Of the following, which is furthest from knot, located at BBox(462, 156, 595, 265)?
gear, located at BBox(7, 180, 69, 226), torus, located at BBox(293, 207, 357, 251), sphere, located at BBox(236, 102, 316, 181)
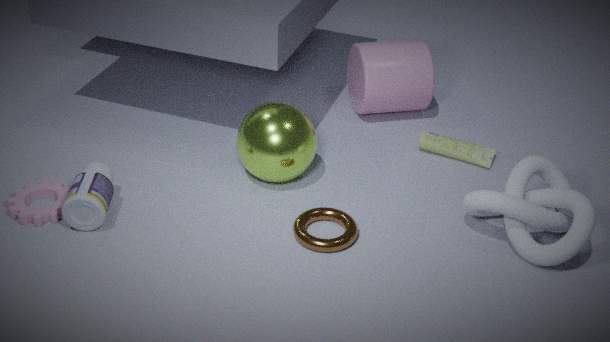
gear, located at BBox(7, 180, 69, 226)
